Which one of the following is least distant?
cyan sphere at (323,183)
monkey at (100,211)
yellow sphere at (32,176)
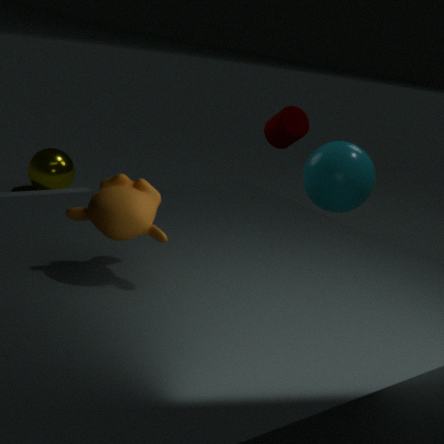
monkey at (100,211)
